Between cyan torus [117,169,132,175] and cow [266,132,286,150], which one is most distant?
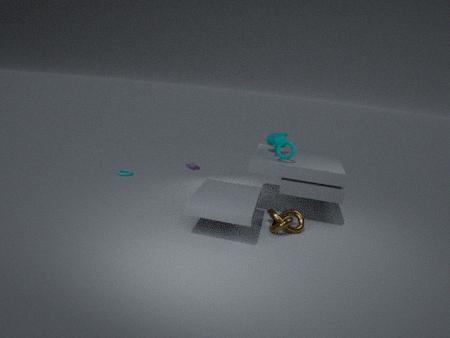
cyan torus [117,169,132,175]
